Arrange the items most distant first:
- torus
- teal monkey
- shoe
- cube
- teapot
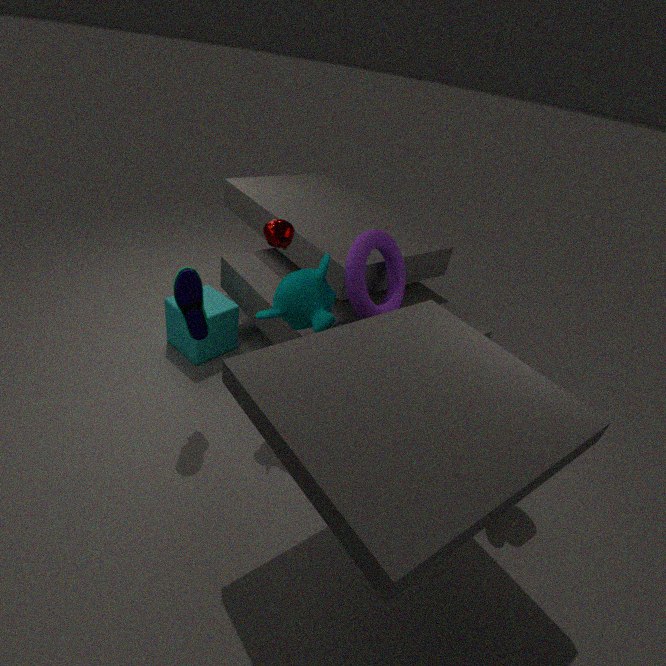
cube, torus, teal monkey, teapot, shoe
